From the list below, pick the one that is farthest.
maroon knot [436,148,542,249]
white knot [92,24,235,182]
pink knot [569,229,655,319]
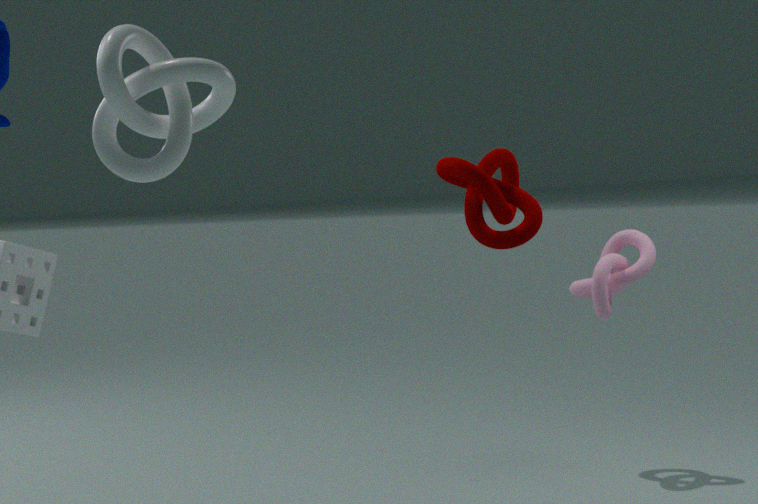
pink knot [569,229,655,319]
